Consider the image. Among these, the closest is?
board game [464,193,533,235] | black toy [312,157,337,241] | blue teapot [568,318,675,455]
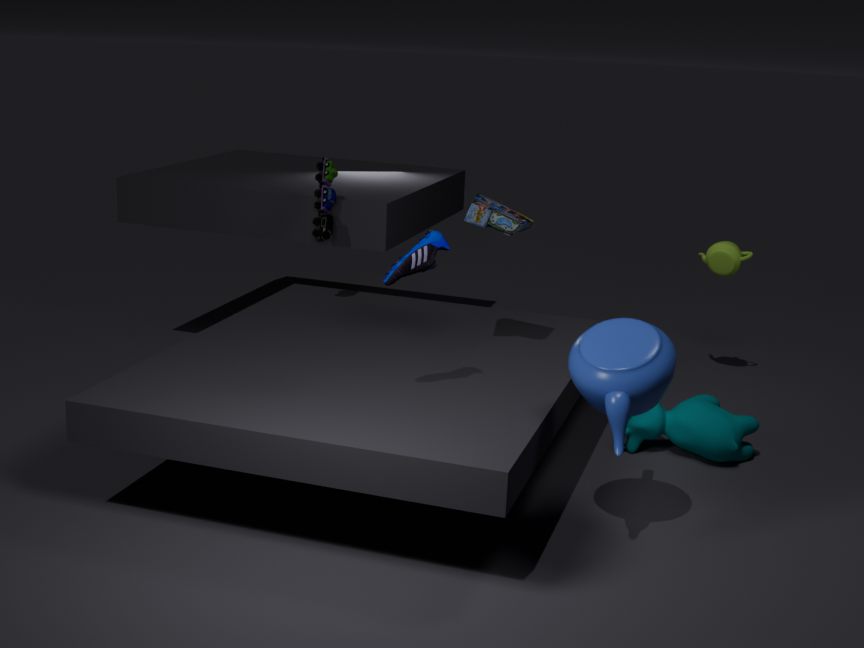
blue teapot [568,318,675,455]
